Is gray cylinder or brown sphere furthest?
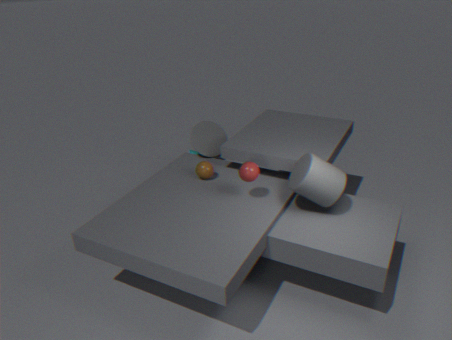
brown sphere
